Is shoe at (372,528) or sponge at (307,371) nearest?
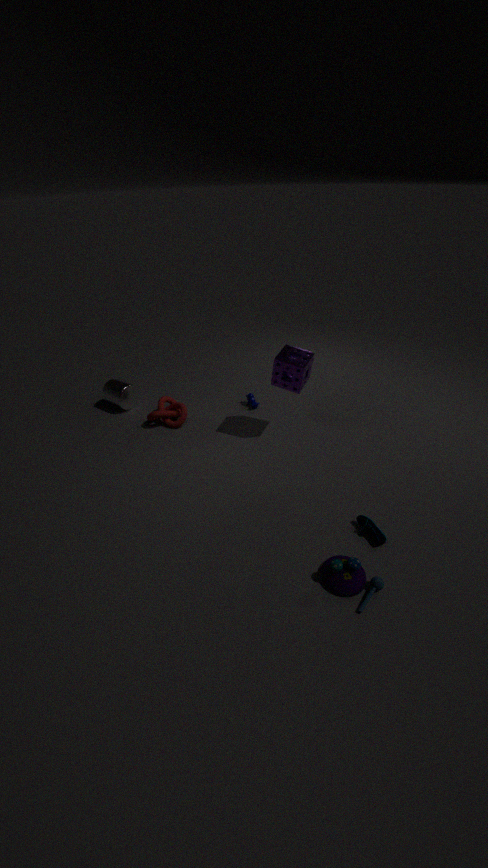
shoe at (372,528)
